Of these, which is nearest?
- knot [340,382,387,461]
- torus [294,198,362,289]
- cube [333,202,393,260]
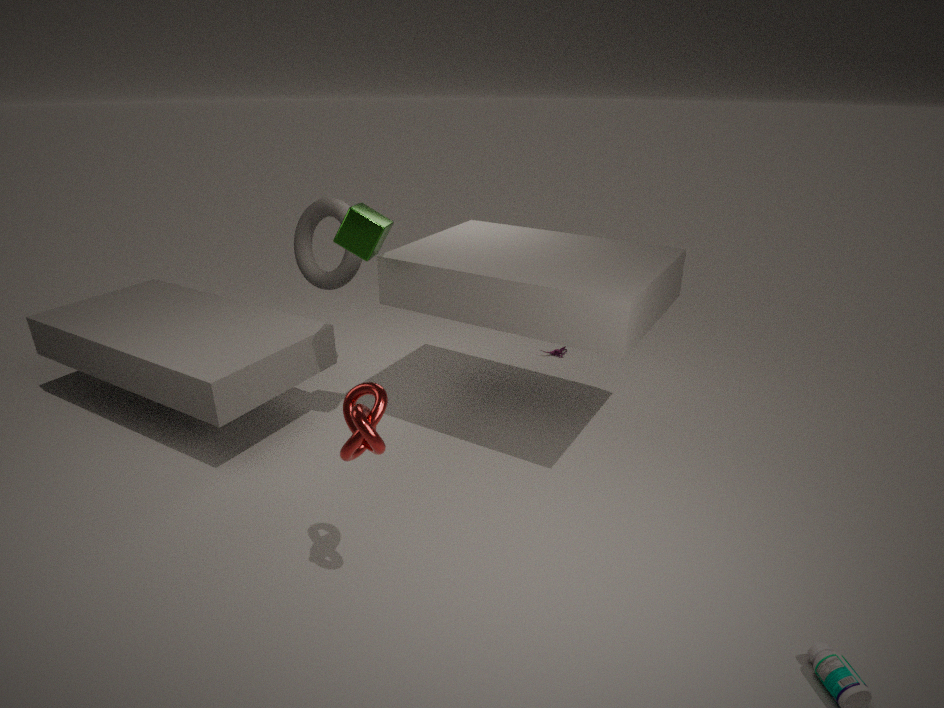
knot [340,382,387,461]
